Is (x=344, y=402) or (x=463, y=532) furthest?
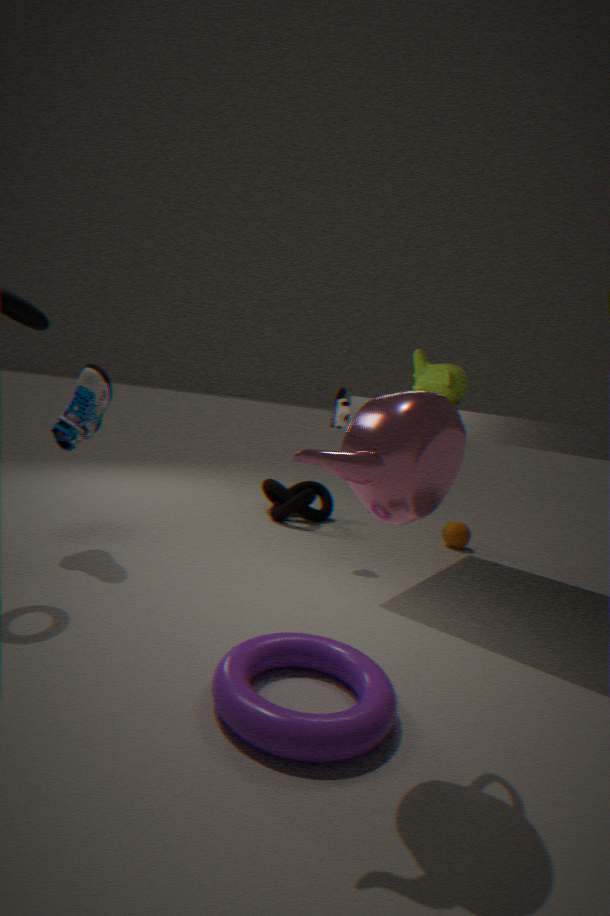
(x=463, y=532)
